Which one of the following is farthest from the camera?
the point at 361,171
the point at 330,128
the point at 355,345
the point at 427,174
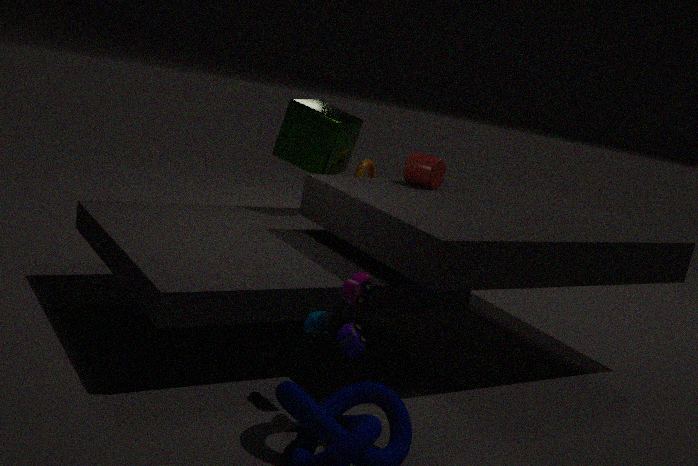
the point at 361,171
